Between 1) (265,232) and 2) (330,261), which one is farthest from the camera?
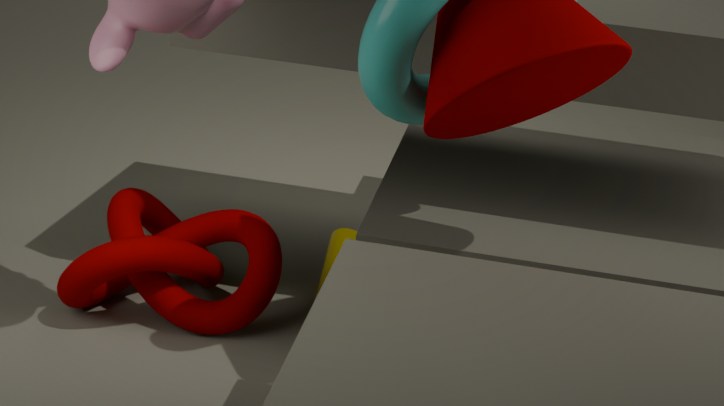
2. (330,261)
